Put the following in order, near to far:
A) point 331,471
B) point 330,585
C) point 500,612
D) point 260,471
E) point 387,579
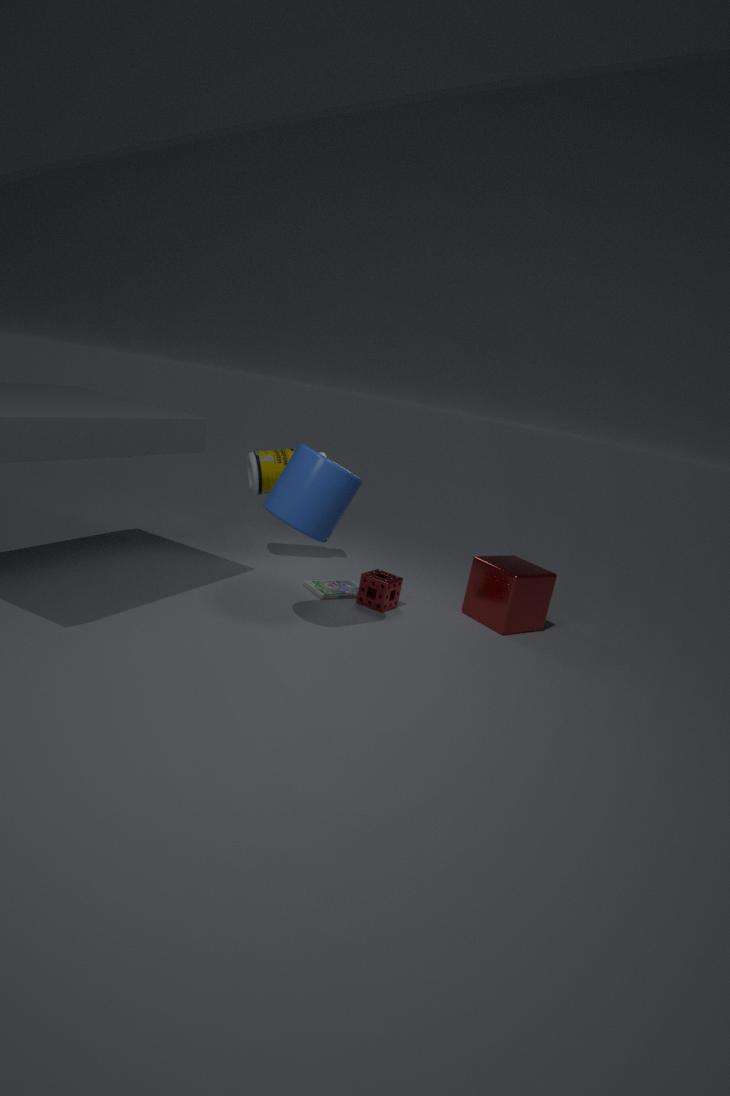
point 331,471, point 500,612, point 387,579, point 330,585, point 260,471
